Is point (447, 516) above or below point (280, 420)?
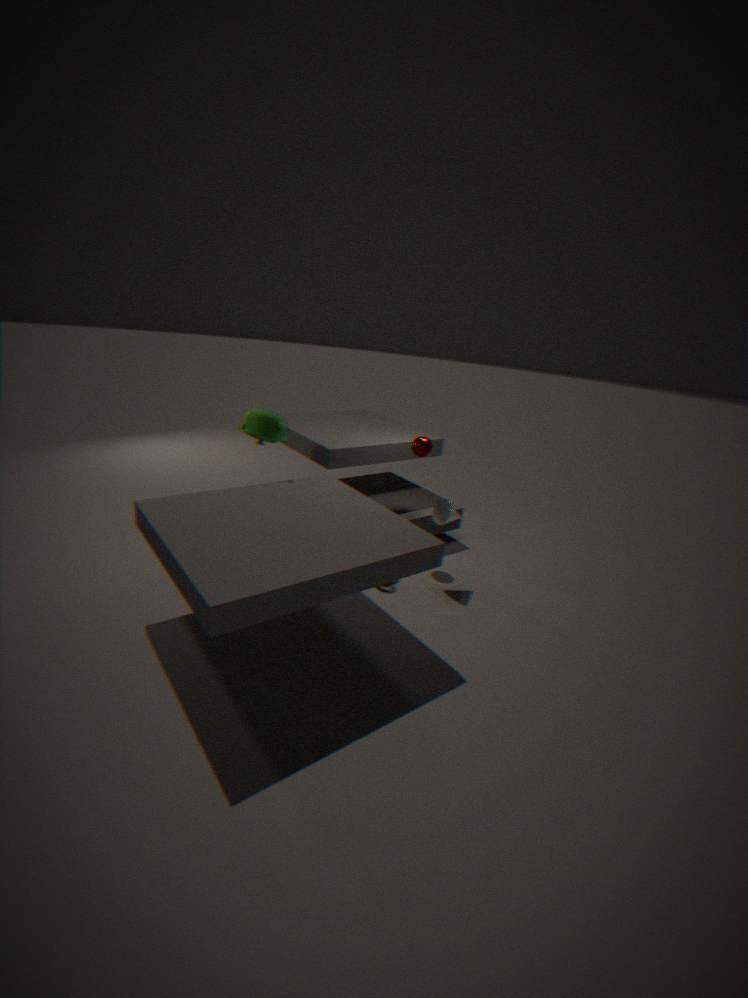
below
